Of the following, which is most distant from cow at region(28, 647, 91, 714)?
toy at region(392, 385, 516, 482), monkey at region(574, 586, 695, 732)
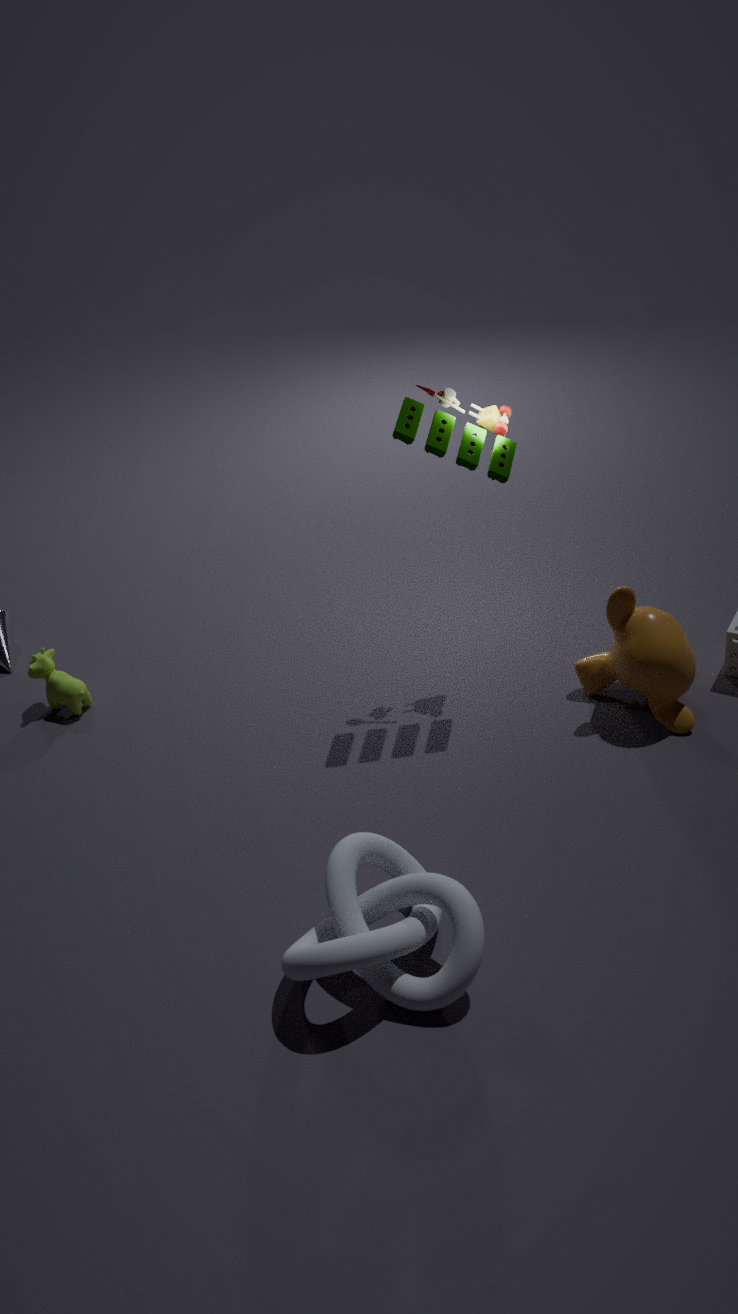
monkey at region(574, 586, 695, 732)
